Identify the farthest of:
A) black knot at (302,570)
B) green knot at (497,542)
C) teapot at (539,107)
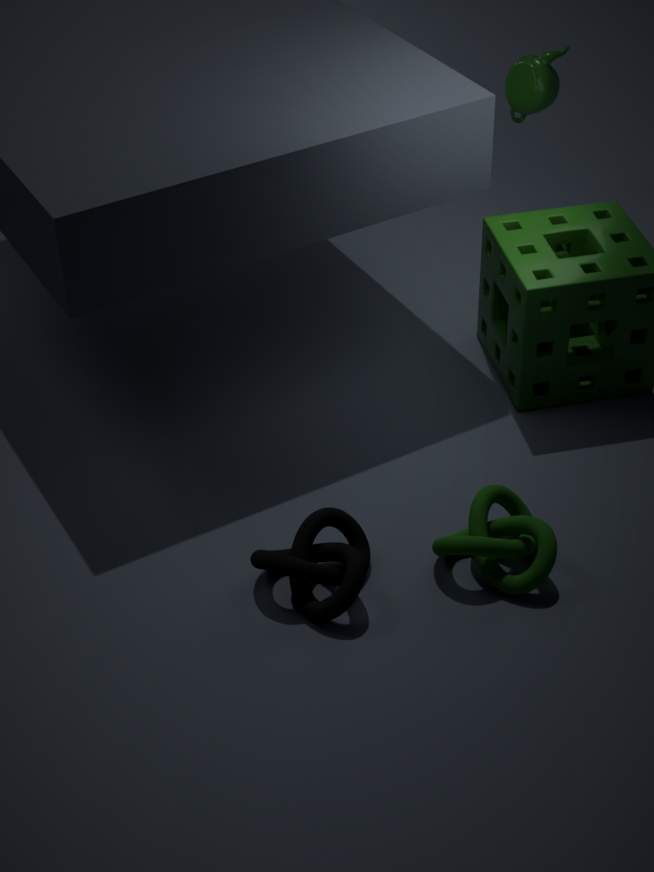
teapot at (539,107)
